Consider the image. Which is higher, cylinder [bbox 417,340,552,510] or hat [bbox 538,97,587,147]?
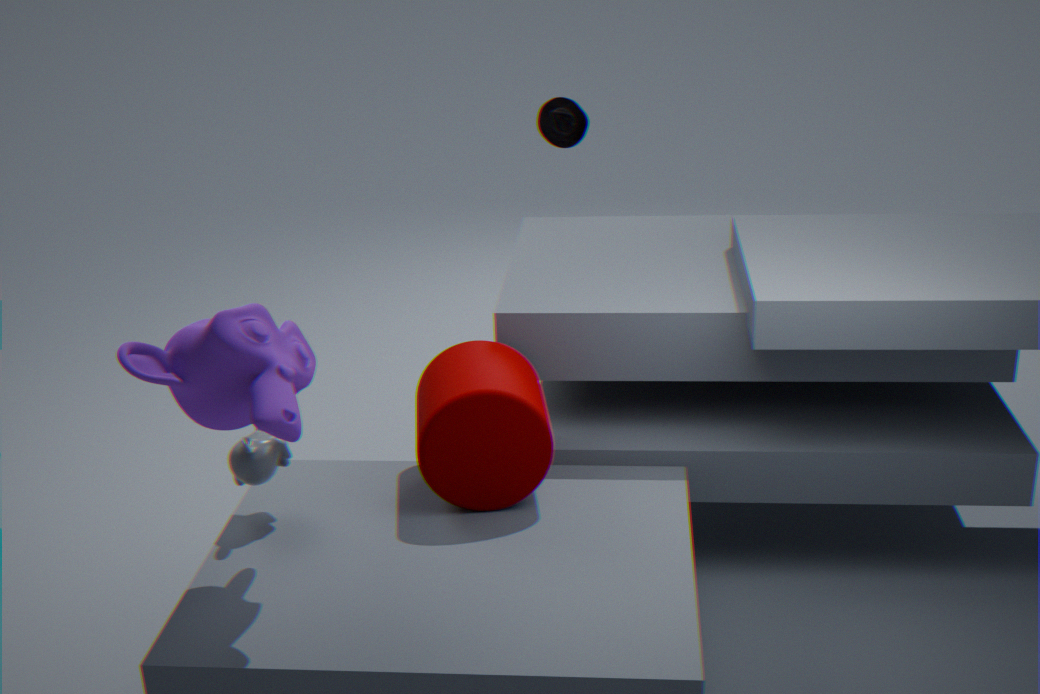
hat [bbox 538,97,587,147]
